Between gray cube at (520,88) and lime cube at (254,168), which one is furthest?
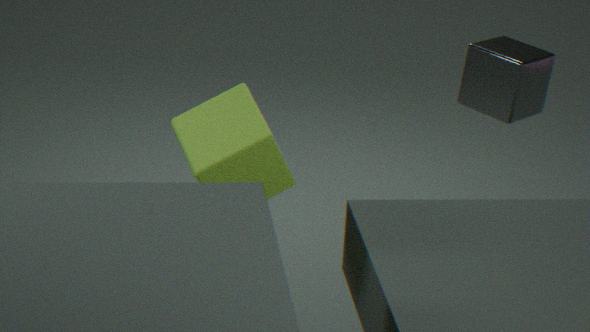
gray cube at (520,88)
